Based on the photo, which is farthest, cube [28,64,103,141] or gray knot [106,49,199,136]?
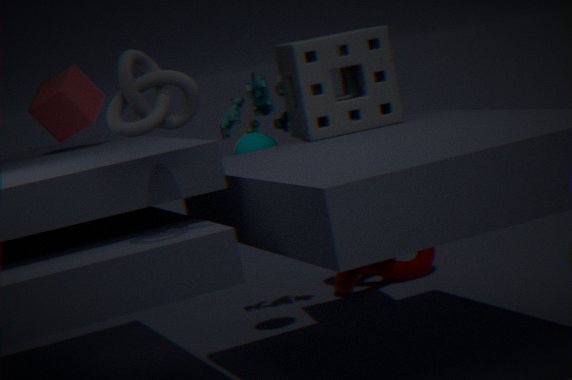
cube [28,64,103,141]
